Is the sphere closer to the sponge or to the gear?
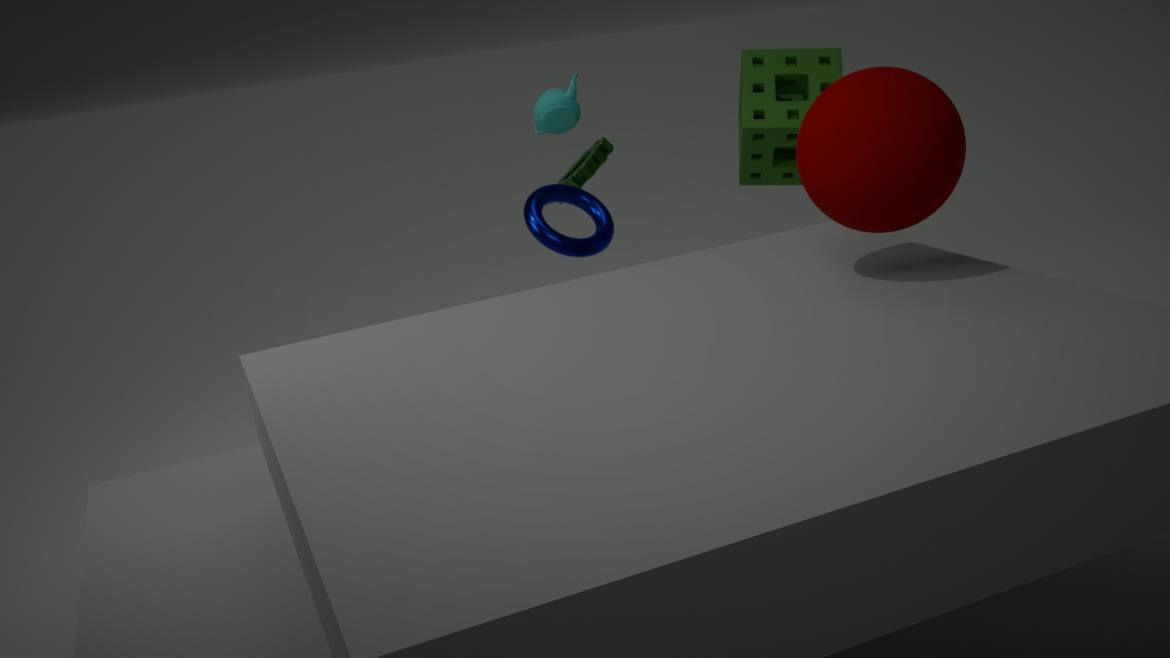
the gear
